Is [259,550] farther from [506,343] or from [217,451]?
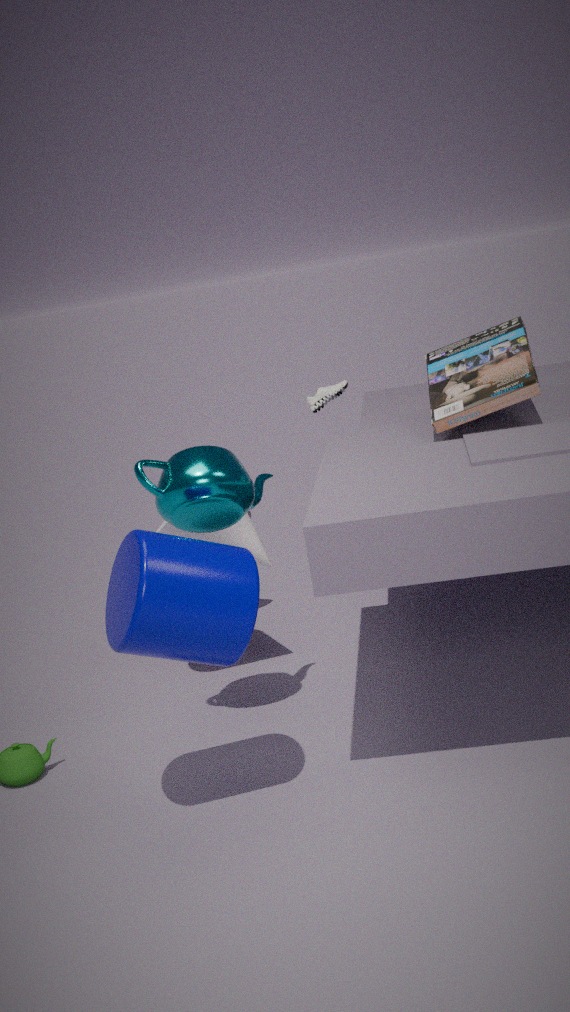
[506,343]
